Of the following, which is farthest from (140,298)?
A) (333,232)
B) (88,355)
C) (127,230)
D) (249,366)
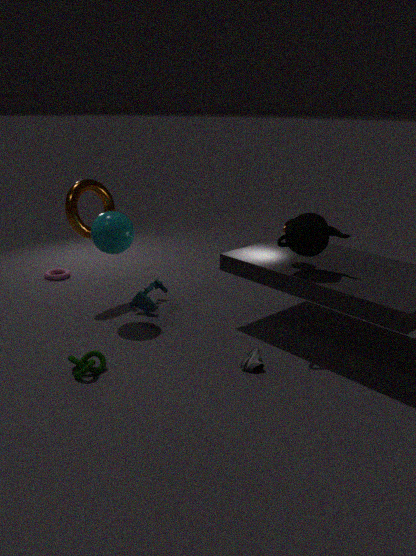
(333,232)
